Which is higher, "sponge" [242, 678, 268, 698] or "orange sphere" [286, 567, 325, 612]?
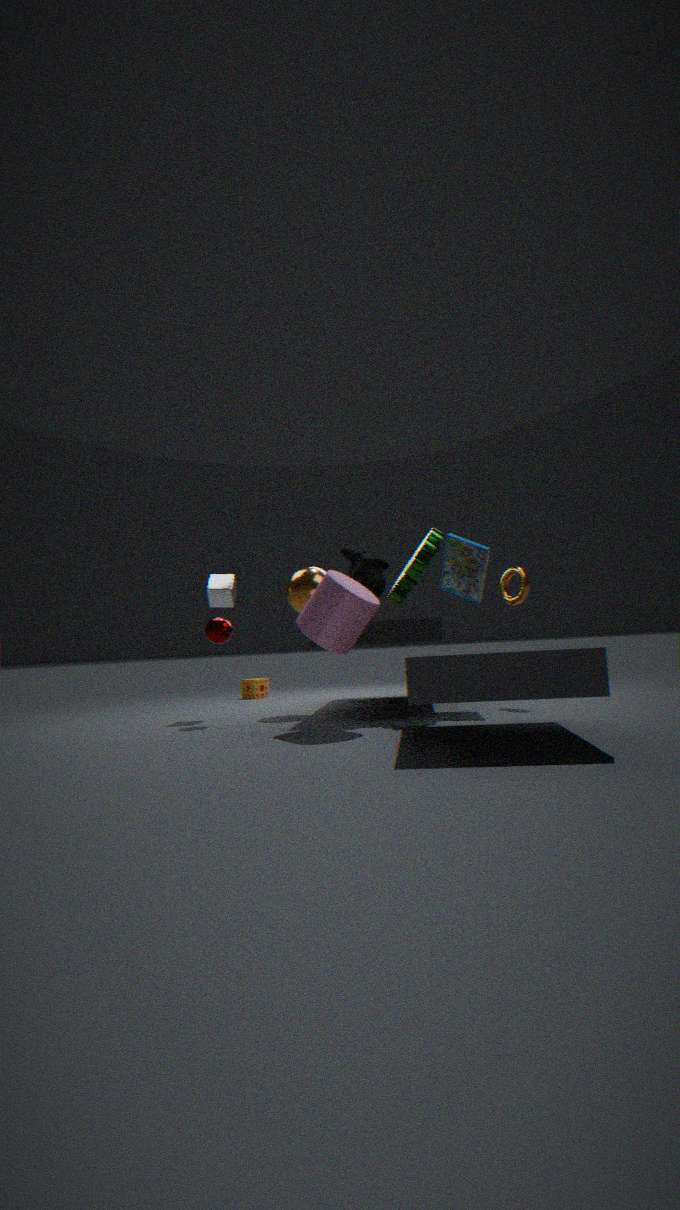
"orange sphere" [286, 567, 325, 612]
